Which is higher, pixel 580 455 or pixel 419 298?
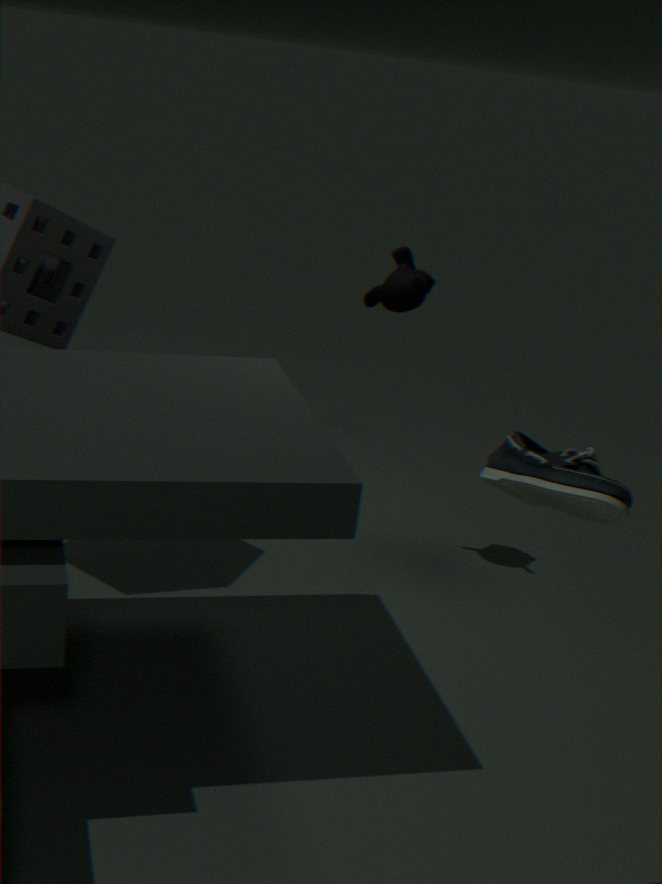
pixel 580 455
